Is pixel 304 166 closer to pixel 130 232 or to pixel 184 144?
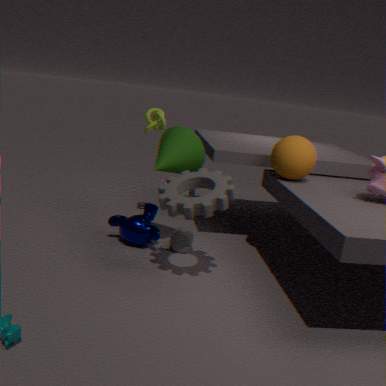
pixel 184 144
